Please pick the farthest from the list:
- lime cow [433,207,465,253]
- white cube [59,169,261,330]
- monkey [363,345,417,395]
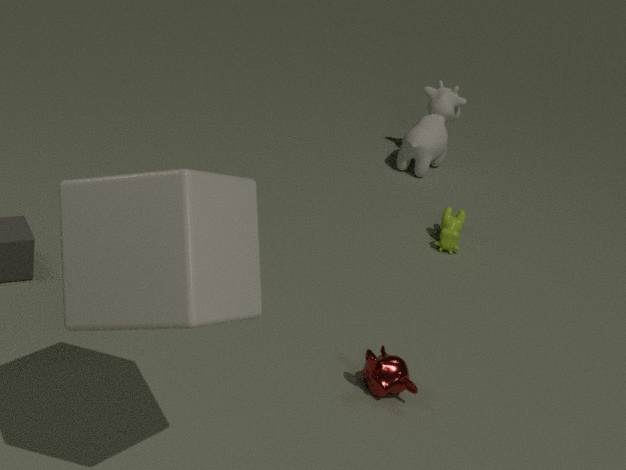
lime cow [433,207,465,253]
